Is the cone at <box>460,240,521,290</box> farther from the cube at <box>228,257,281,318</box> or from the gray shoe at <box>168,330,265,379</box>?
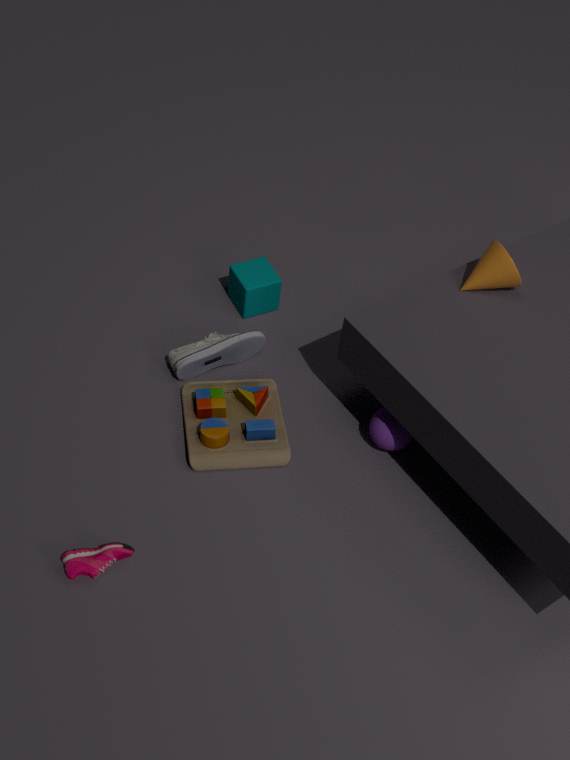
the gray shoe at <box>168,330,265,379</box>
